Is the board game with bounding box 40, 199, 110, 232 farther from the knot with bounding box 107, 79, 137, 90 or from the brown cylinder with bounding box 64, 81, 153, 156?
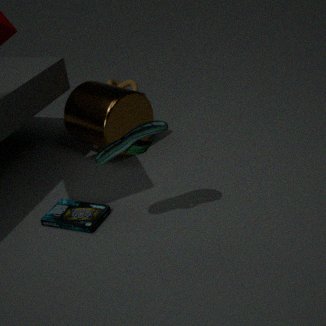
the knot with bounding box 107, 79, 137, 90
